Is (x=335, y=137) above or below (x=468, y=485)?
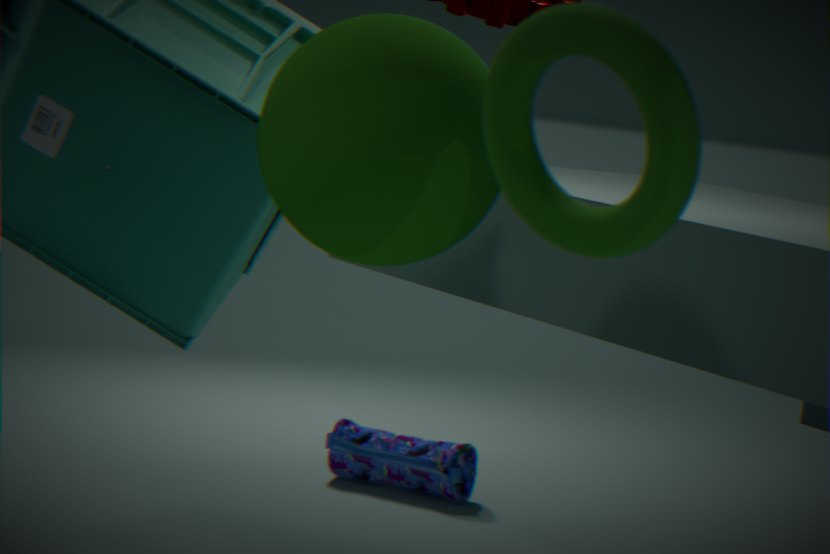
above
